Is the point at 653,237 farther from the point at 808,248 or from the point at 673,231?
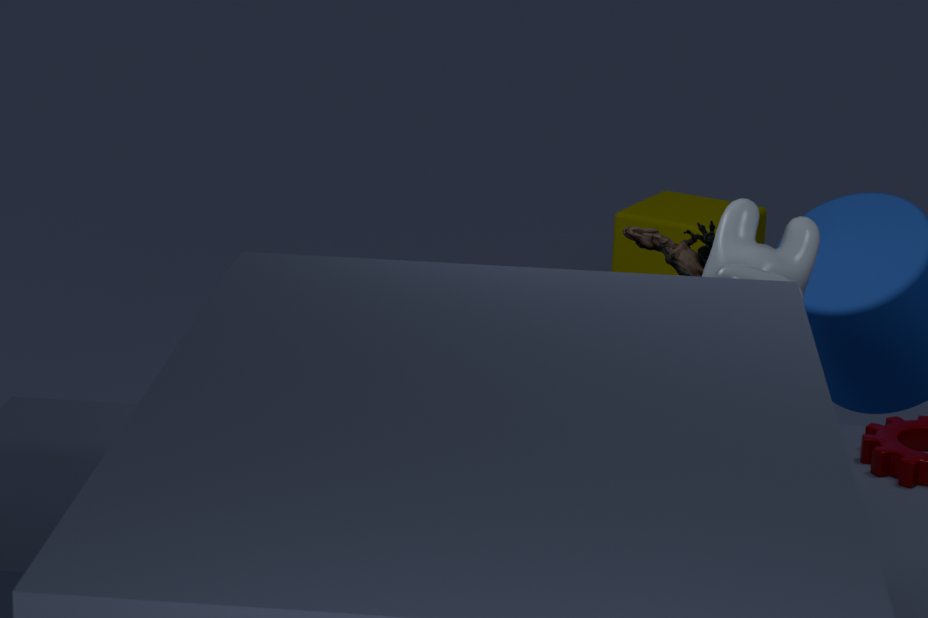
the point at 673,231
